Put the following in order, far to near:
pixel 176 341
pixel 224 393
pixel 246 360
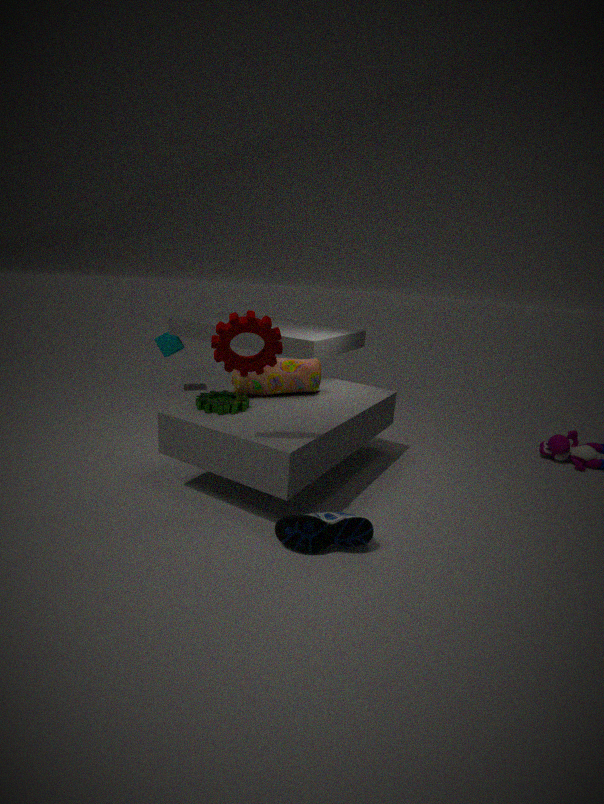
1. pixel 176 341
2. pixel 224 393
3. pixel 246 360
